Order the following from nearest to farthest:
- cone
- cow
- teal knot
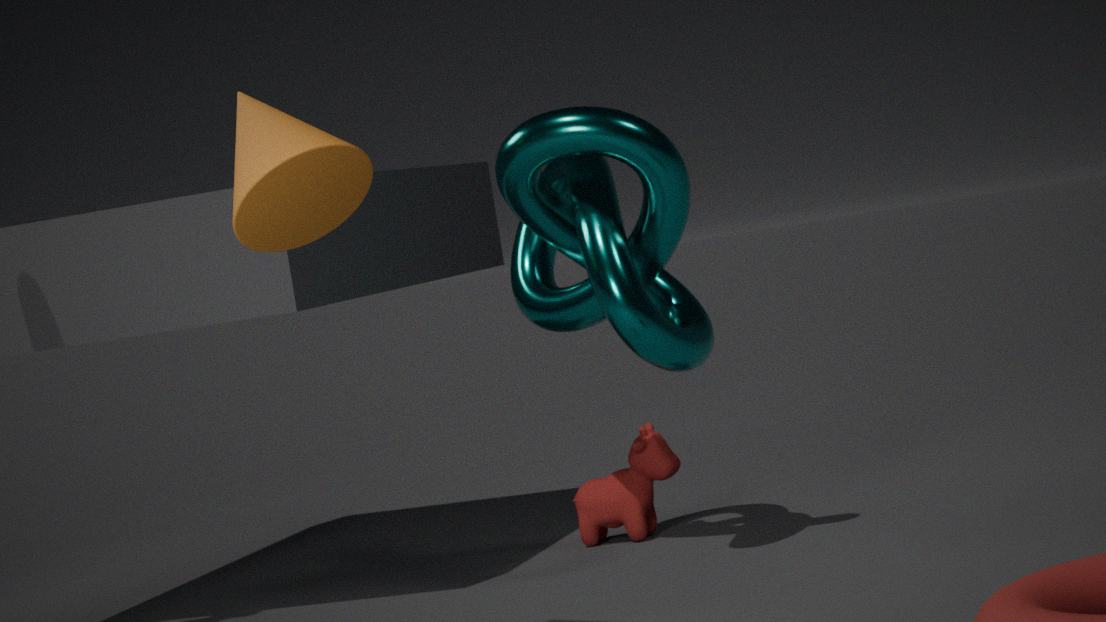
cone, teal knot, cow
